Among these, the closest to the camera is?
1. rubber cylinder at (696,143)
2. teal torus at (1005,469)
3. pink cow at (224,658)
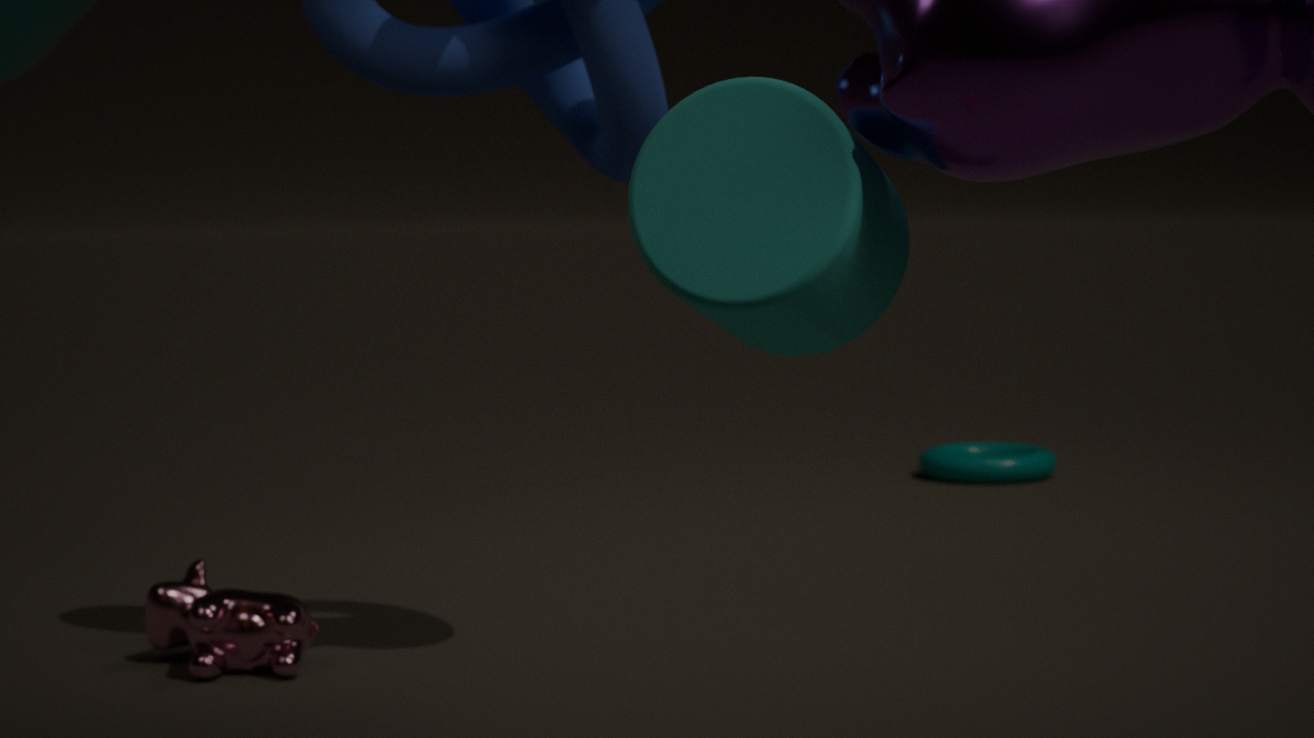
rubber cylinder at (696,143)
